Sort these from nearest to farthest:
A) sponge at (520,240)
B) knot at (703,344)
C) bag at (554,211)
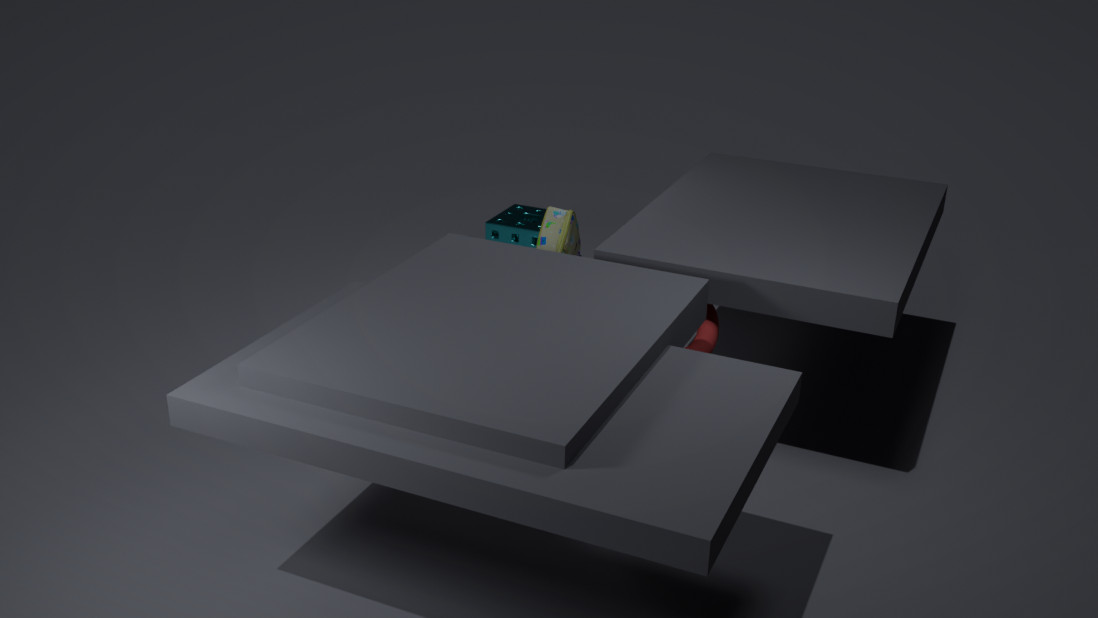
1. knot at (703,344)
2. bag at (554,211)
3. sponge at (520,240)
